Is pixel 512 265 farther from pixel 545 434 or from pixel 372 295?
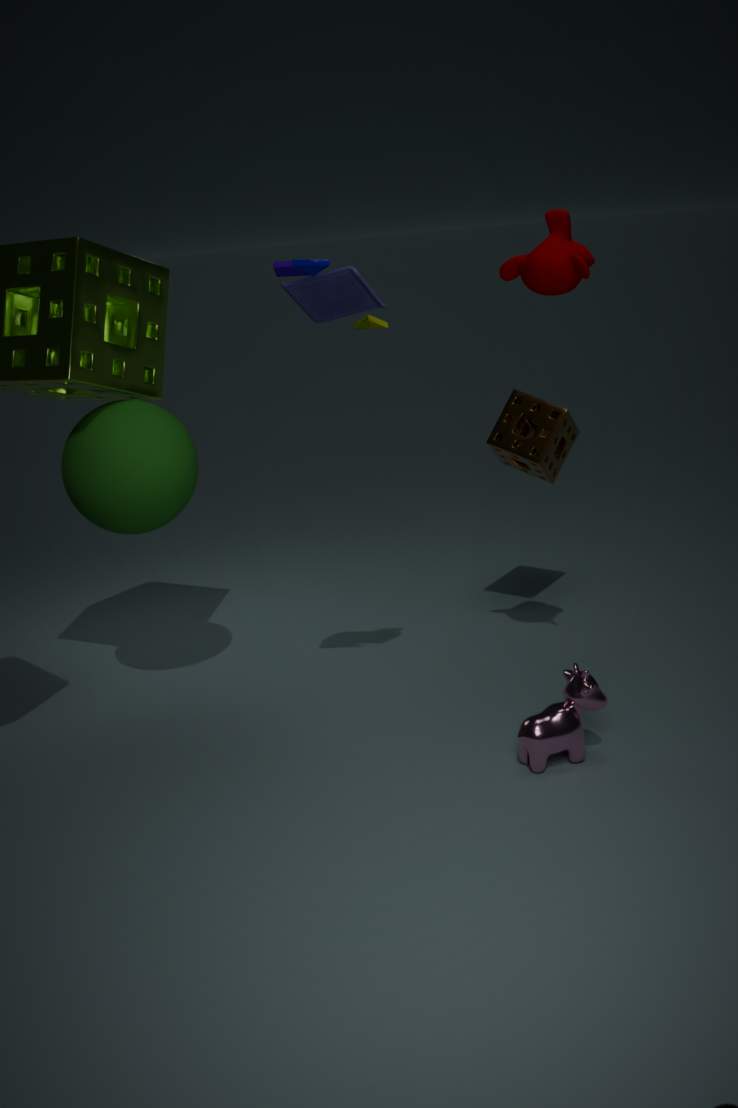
pixel 545 434
